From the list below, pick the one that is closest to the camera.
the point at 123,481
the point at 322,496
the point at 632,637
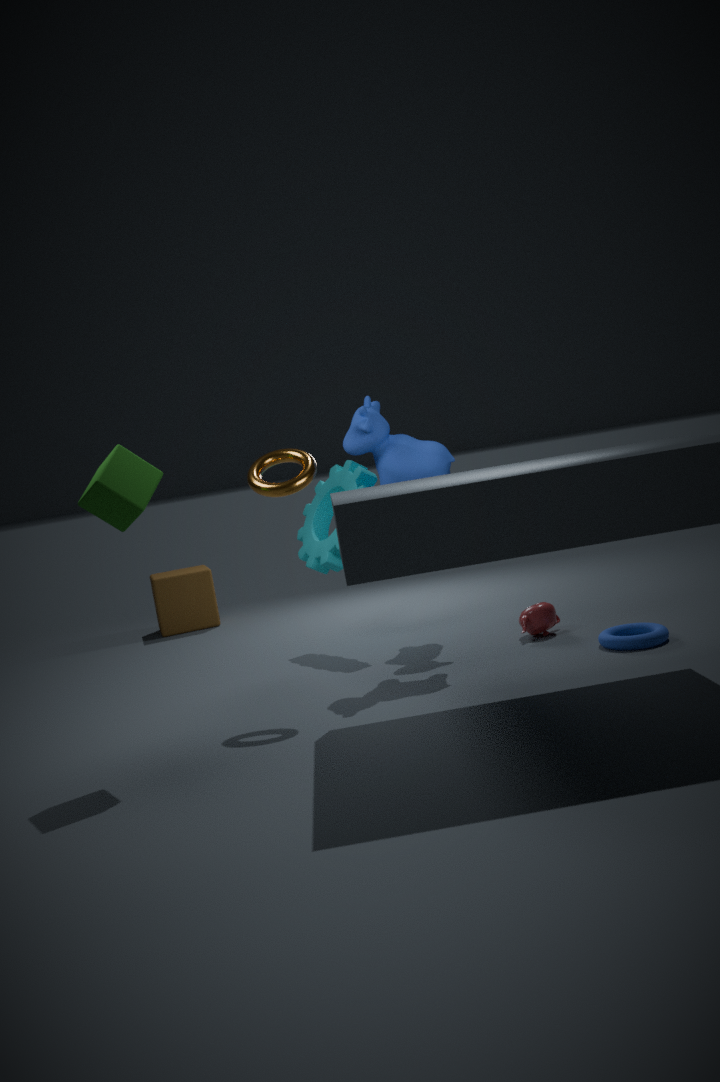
the point at 123,481
